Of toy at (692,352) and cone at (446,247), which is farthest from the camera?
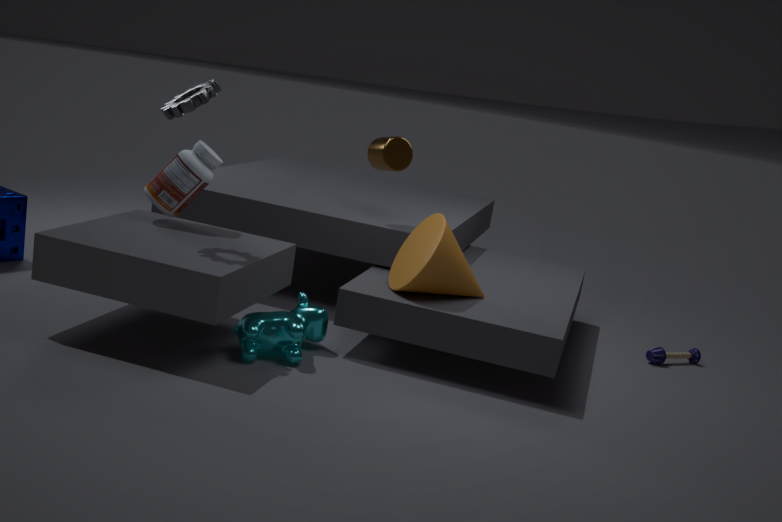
toy at (692,352)
